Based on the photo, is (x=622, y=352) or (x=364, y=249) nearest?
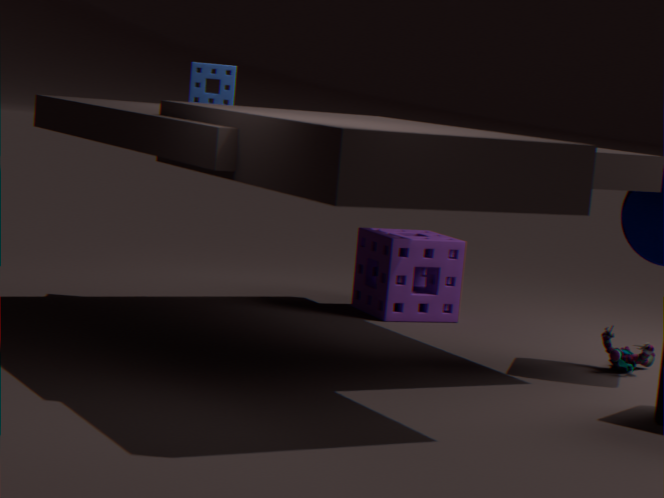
(x=622, y=352)
